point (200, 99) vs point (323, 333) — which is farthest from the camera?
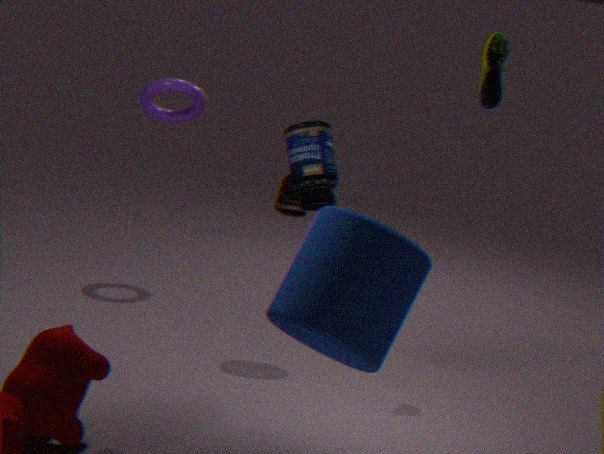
point (200, 99)
